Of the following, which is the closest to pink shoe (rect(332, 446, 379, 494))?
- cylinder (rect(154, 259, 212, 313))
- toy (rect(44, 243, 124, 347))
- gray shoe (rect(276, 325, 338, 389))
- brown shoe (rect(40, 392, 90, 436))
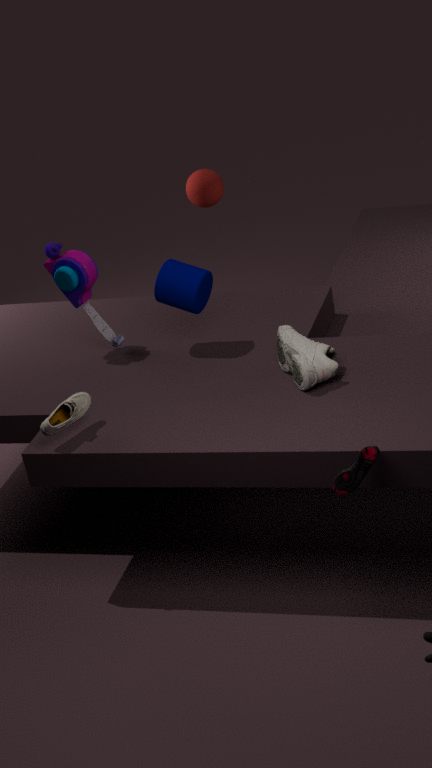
gray shoe (rect(276, 325, 338, 389))
